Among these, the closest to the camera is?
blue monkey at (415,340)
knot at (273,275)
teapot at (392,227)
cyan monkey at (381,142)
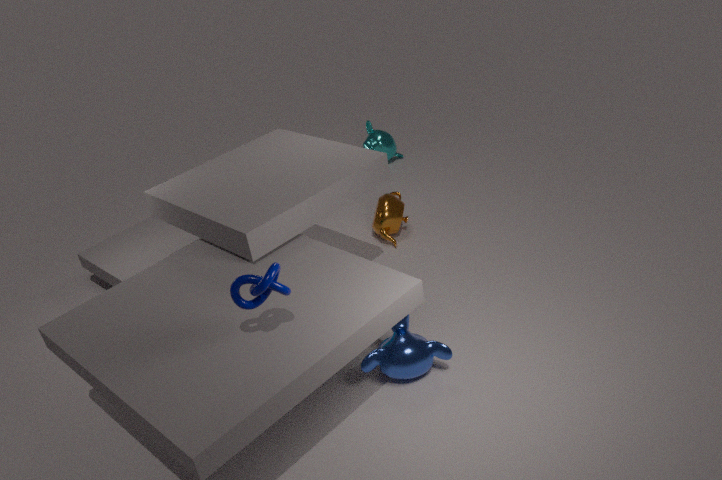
knot at (273,275)
